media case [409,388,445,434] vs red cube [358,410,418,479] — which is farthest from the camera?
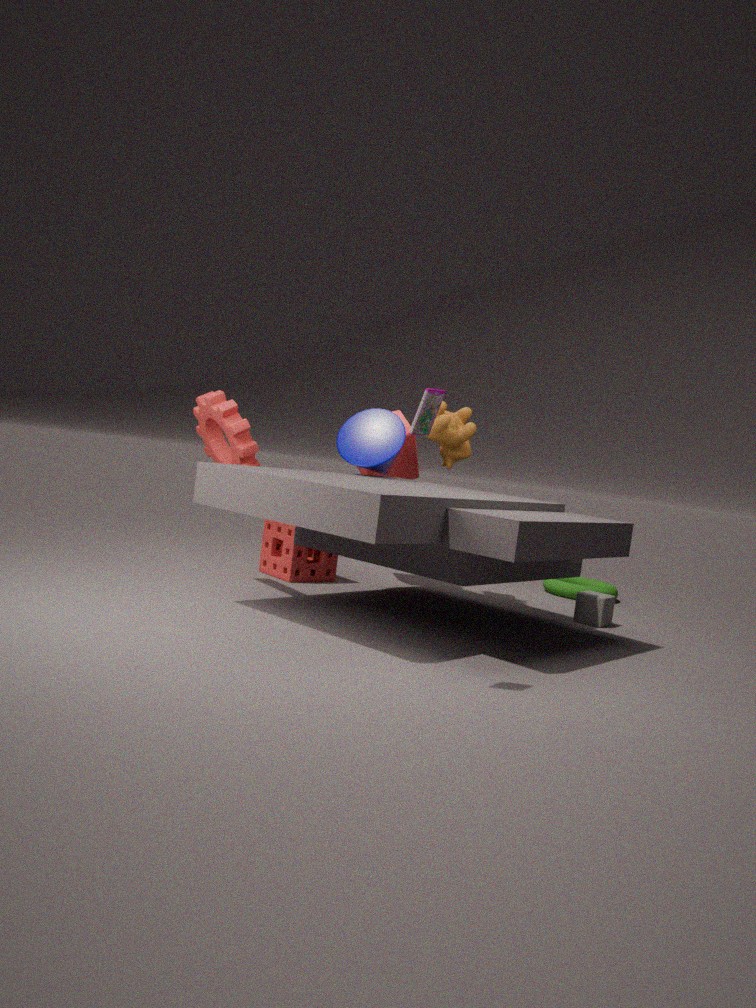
red cube [358,410,418,479]
